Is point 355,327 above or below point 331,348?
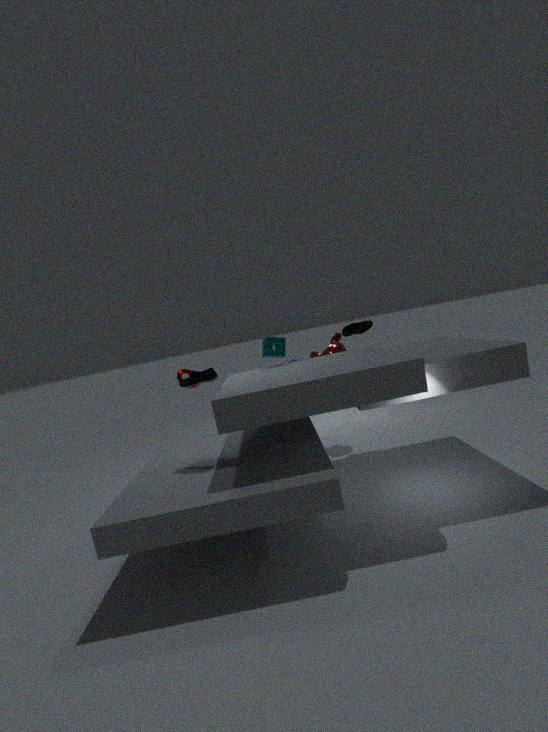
above
